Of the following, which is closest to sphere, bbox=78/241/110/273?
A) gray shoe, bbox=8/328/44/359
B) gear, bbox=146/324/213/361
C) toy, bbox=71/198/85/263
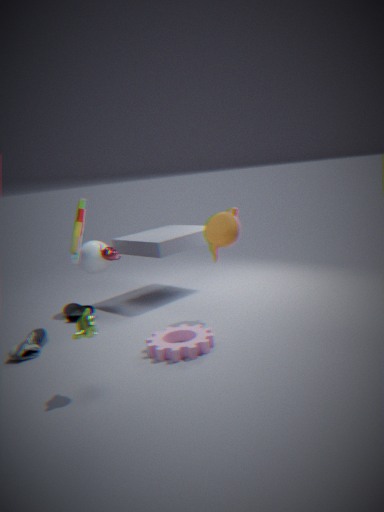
toy, bbox=71/198/85/263
